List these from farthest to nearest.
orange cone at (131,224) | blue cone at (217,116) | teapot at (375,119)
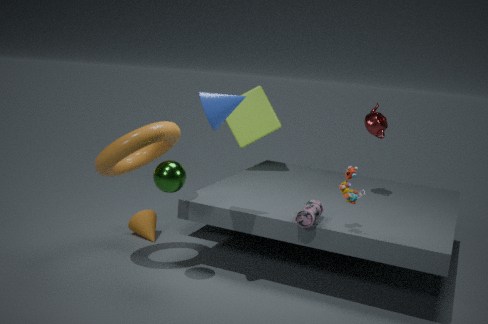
orange cone at (131,224), teapot at (375,119), blue cone at (217,116)
